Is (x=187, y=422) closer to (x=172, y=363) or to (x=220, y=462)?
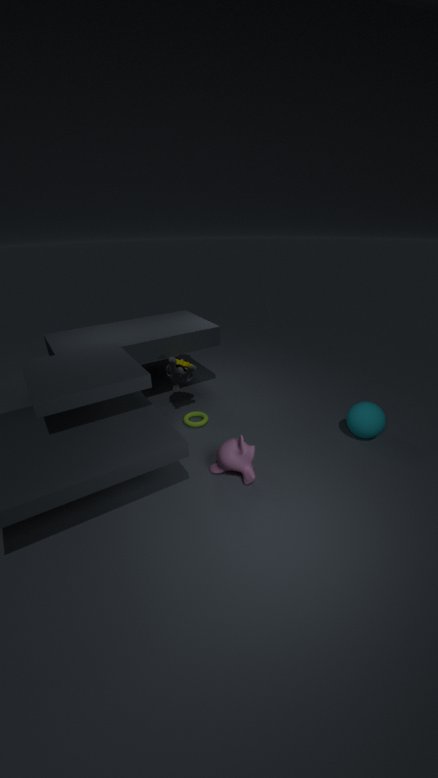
(x=172, y=363)
